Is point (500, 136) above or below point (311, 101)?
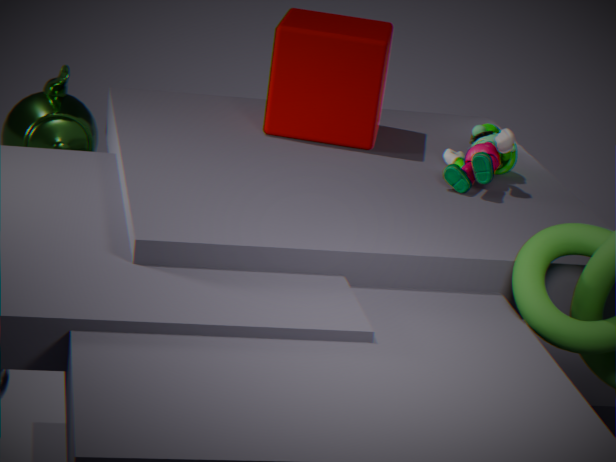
below
